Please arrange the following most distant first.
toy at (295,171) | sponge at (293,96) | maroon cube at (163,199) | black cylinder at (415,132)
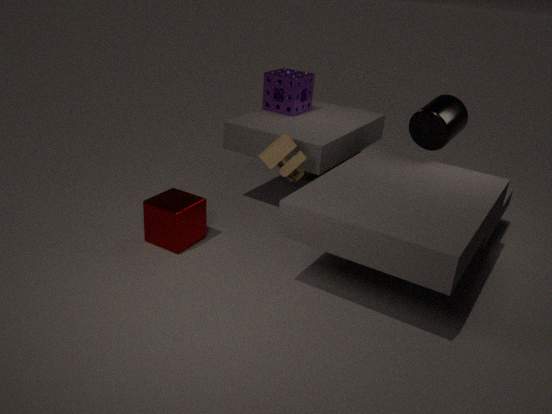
sponge at (293,96) < black cylinder at (415,132) < maroon cube at (163,199) < toy at (295,171)
